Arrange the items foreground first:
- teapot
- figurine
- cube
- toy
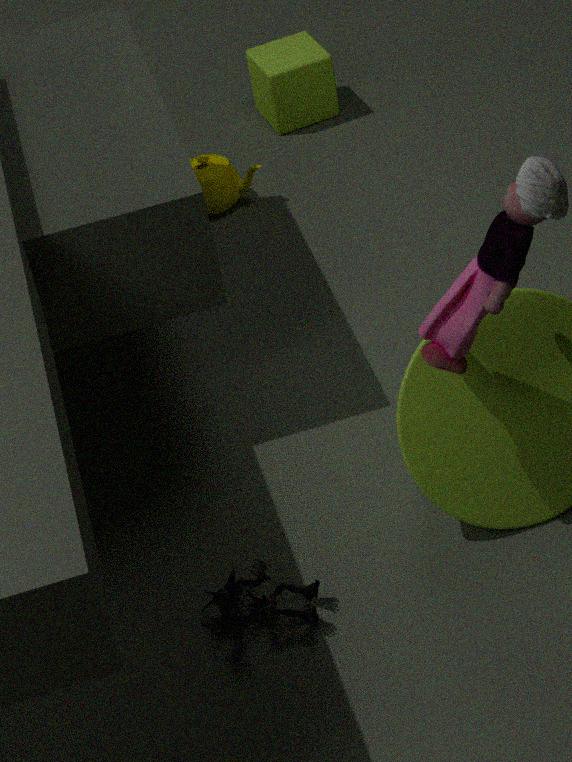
toy → figurine → teapot → cube
